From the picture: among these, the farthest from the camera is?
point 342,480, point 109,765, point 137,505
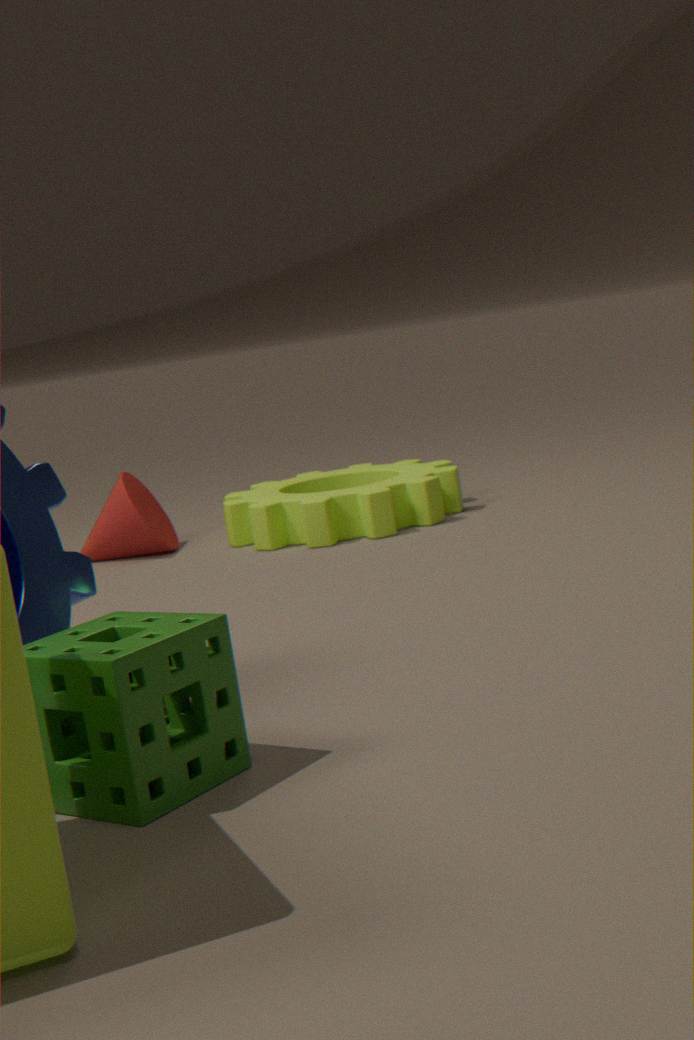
point 342,480
